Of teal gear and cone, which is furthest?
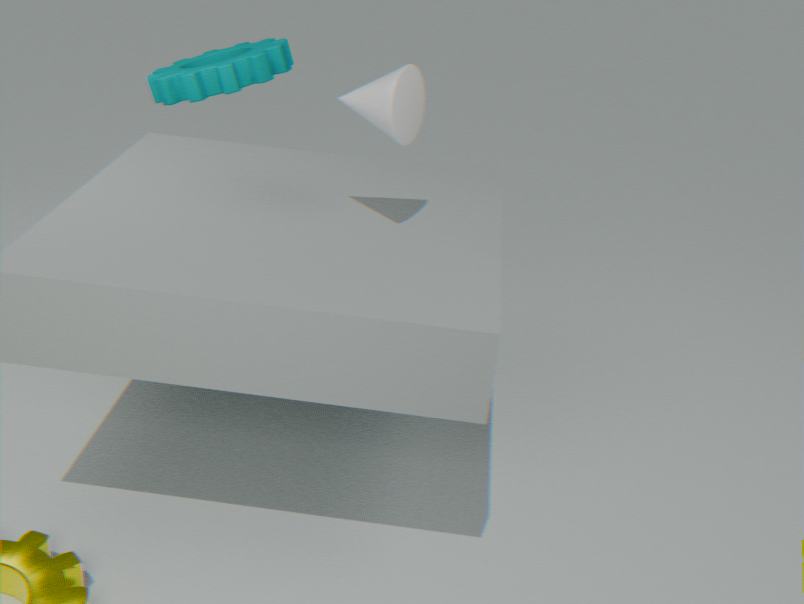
teal gear
